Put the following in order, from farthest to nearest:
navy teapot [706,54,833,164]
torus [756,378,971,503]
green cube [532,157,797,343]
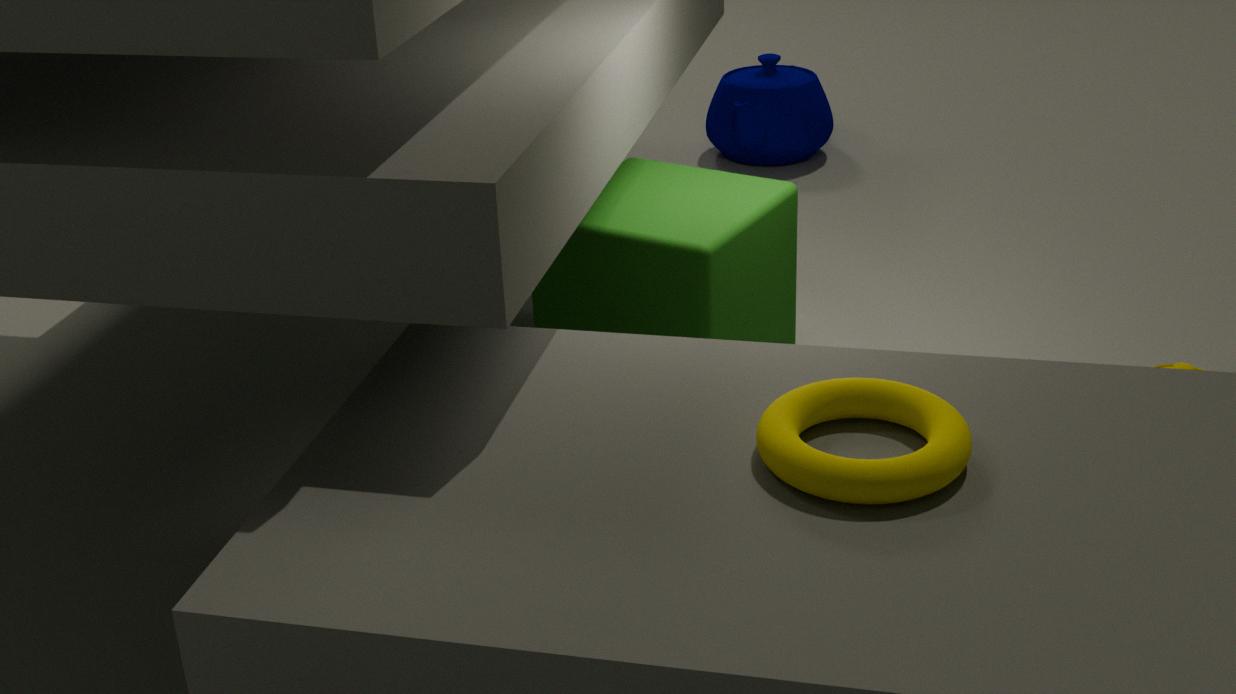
navy teapot [706,54,833,164] → green cube [532,157,797,343] → torus [756,378,971,503]
